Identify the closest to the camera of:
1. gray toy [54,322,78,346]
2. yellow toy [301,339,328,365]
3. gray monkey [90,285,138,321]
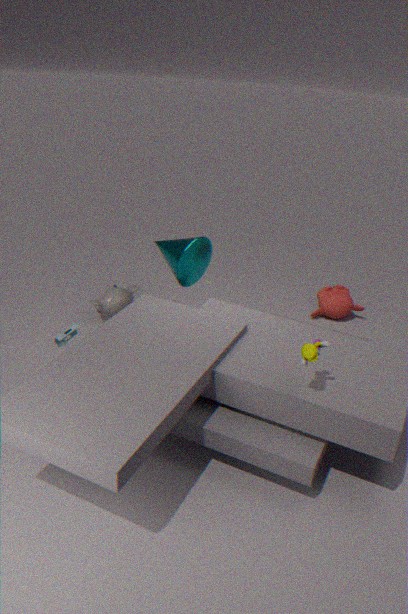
yellow toy [301,339,328,365]
